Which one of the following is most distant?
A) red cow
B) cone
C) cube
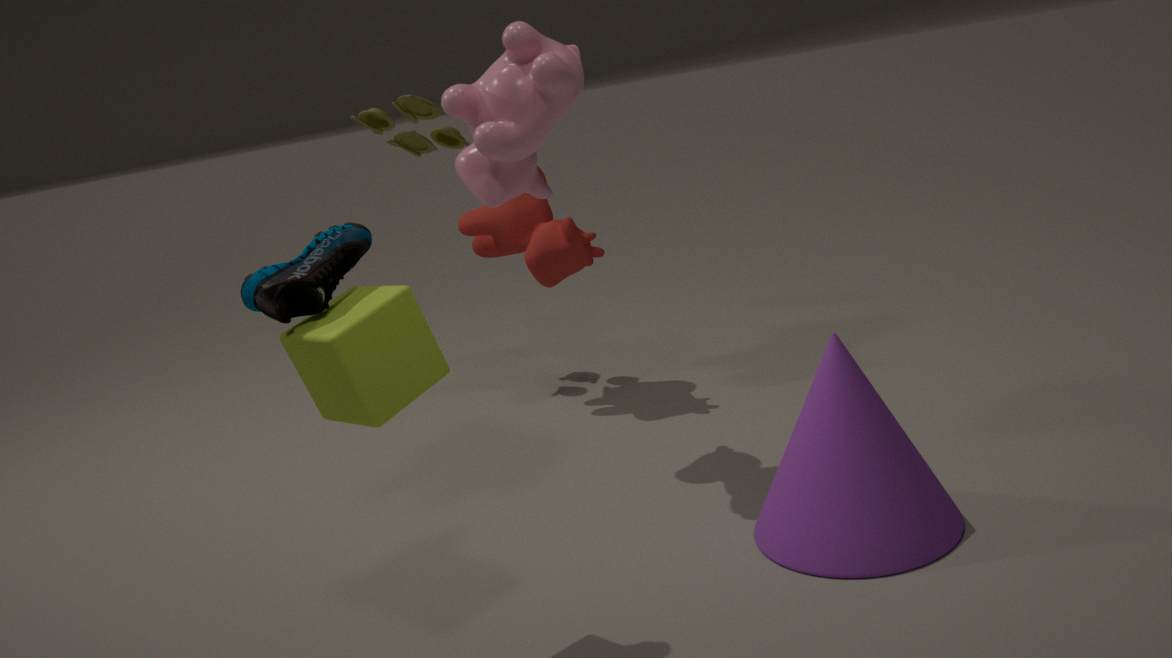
red cow
